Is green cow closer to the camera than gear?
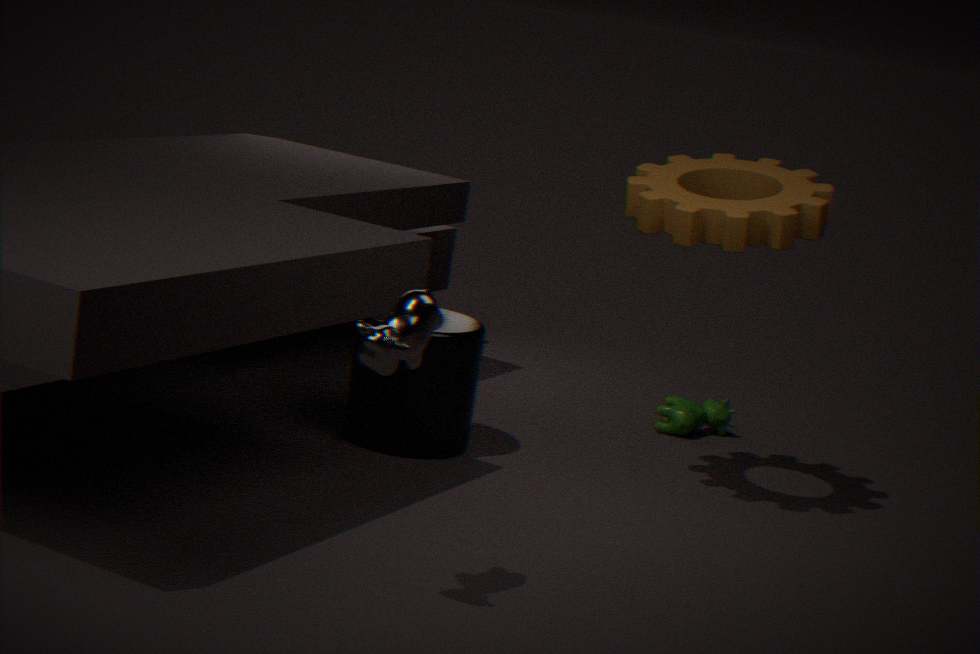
No
